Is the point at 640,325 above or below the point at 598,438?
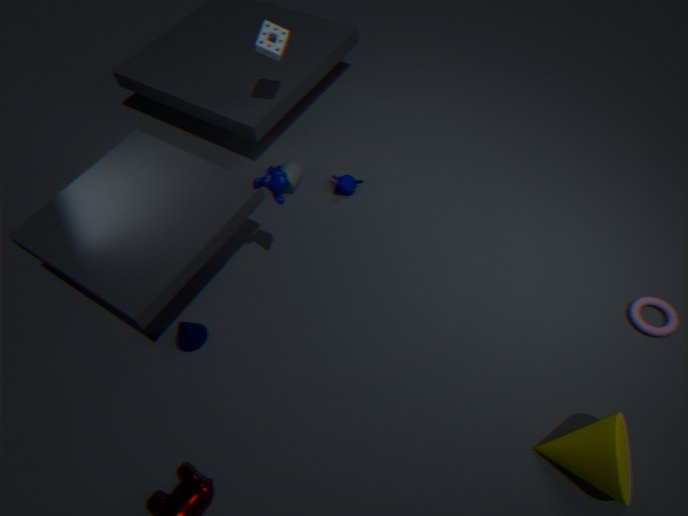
below
